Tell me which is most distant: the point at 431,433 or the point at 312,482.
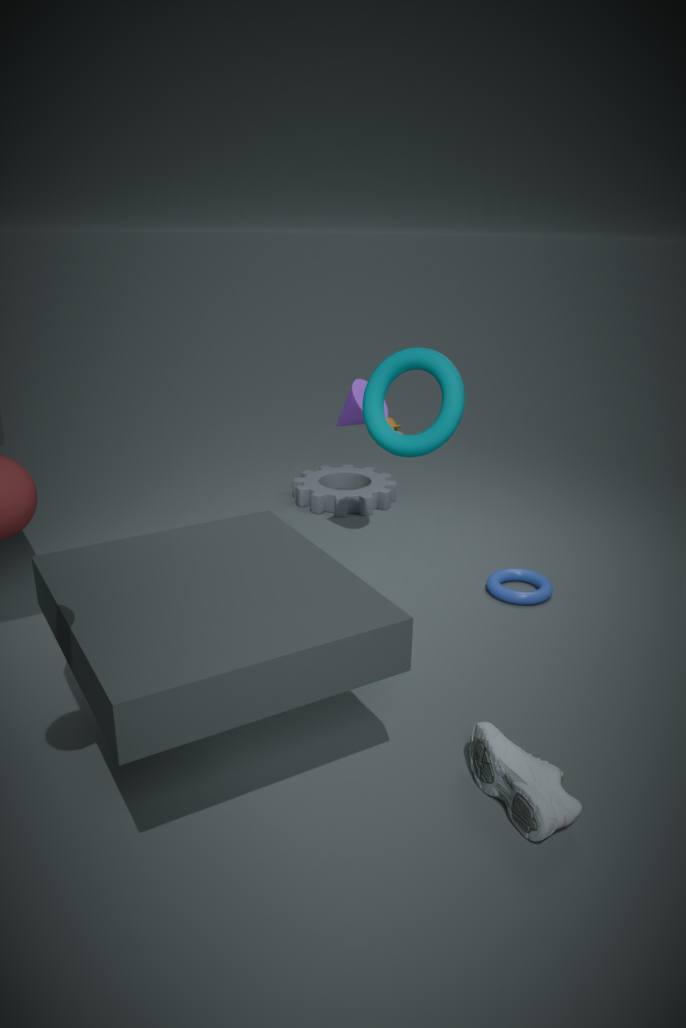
the point at 312,482
